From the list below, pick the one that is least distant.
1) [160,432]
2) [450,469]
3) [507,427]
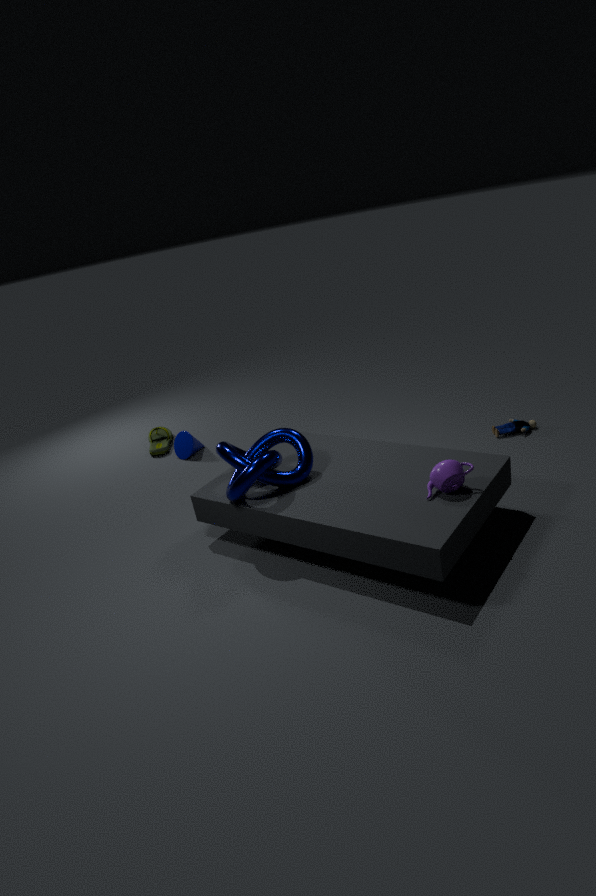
2. [450,469]
